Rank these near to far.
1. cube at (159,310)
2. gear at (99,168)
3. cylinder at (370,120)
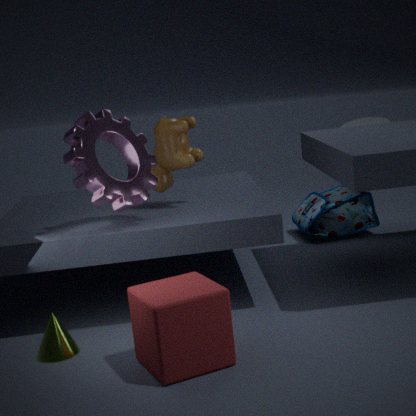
cube at (159,310), gear at (99,168), cylinder at (370,120)
